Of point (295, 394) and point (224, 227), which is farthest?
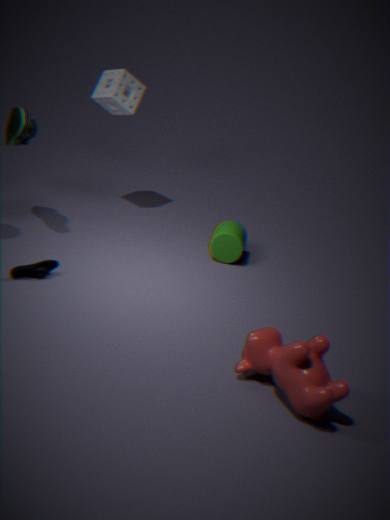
point (224, 227)
